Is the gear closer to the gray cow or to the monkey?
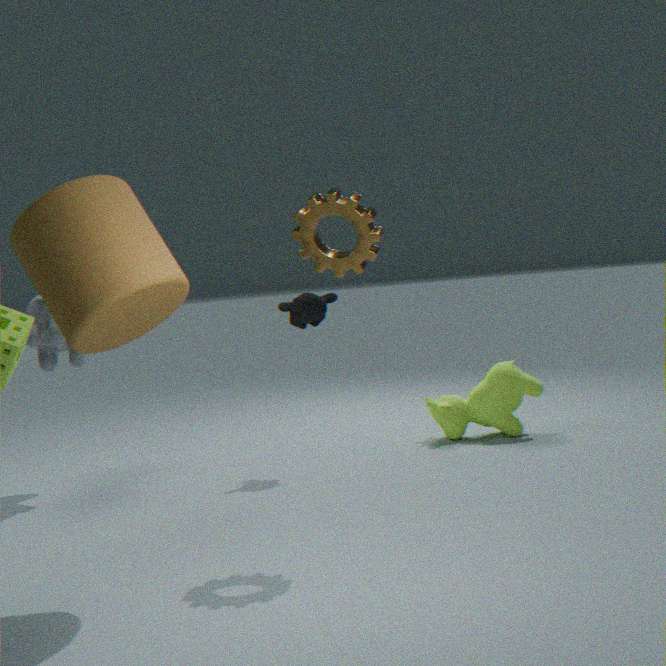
the monkey
